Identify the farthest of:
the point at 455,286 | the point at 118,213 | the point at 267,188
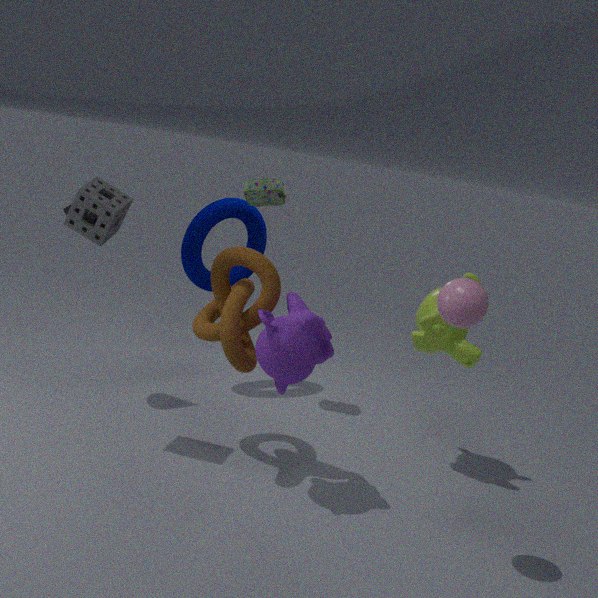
the point at 267,188
